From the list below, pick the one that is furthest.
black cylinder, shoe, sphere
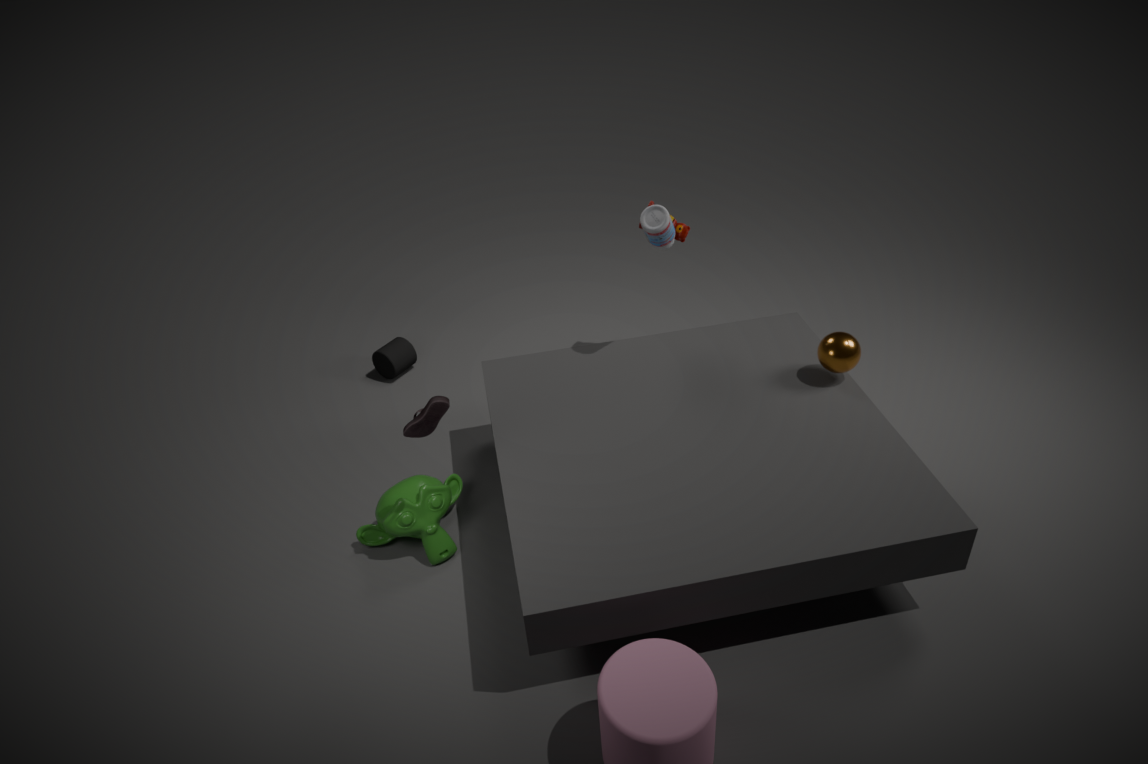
black cylinder
